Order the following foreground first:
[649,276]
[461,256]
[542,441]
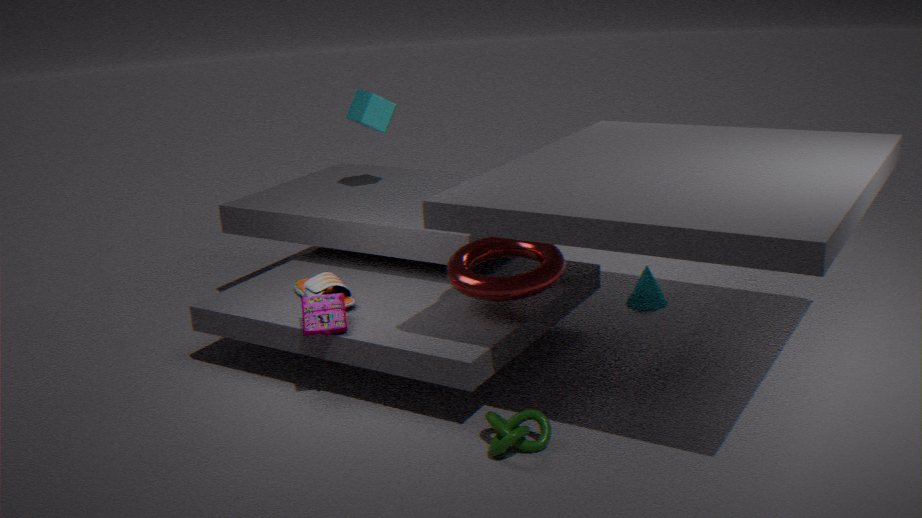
[542,441] → [461,256] → [649,276]
